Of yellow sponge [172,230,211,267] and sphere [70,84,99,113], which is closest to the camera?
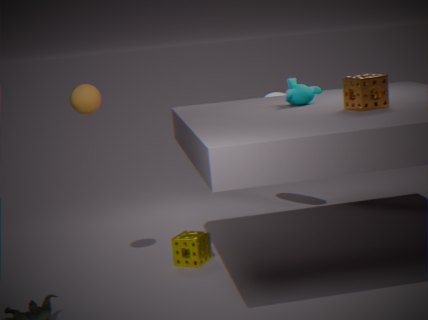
sphere [70,84,99,113]
